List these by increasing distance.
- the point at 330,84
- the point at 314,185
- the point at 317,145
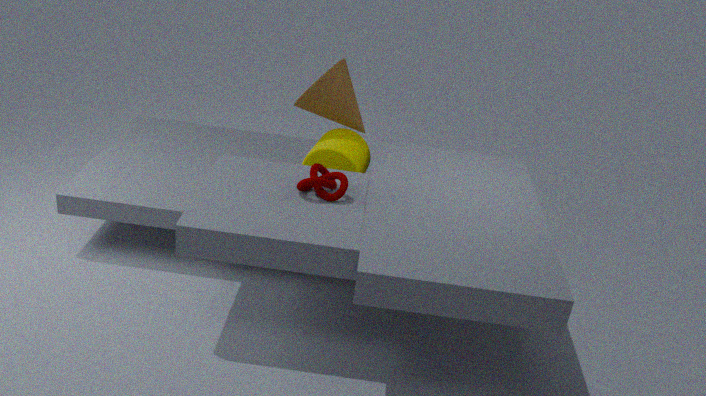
the point at 314,185 < the point at 330,84 < the point at 317,145
